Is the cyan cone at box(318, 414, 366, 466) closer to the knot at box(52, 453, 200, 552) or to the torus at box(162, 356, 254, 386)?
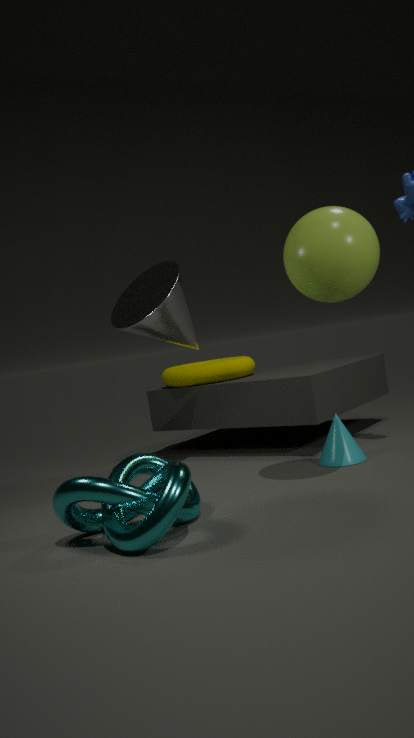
the knot at box(52, 453, 200, 552)
